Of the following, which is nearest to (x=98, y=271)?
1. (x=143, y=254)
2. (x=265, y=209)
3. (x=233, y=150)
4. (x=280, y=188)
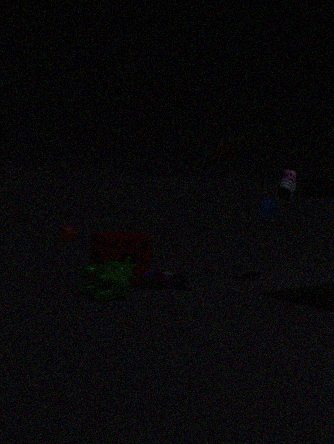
(x=143, y=254)
